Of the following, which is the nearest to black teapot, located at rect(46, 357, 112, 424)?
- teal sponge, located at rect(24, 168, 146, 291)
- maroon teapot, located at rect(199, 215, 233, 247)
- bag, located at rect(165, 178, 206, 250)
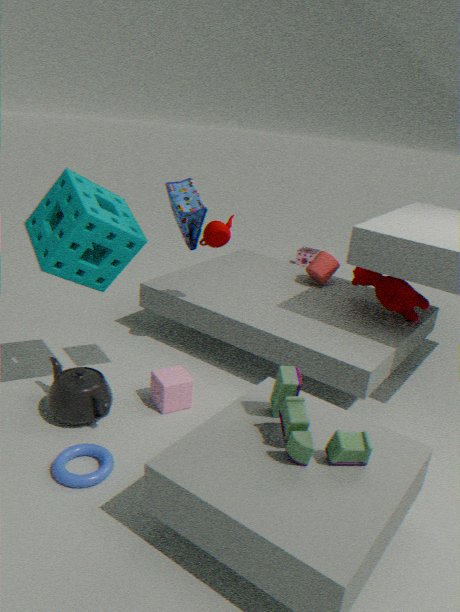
teal sponge, located at rect(24, 168, 146, 291)
